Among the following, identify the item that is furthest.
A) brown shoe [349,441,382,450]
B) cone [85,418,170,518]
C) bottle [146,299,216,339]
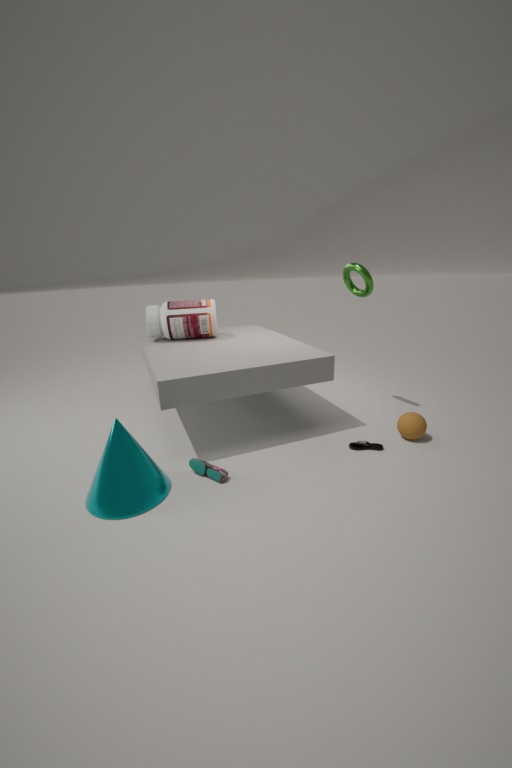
bottle [146,299,216,339]
